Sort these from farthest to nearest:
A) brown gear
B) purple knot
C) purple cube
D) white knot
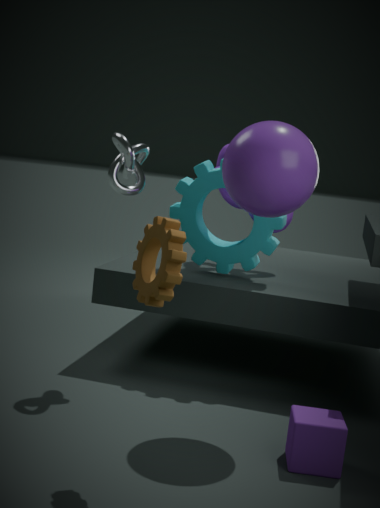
1. purple knot
2. white knot
3. purple cube
4. brown gear
